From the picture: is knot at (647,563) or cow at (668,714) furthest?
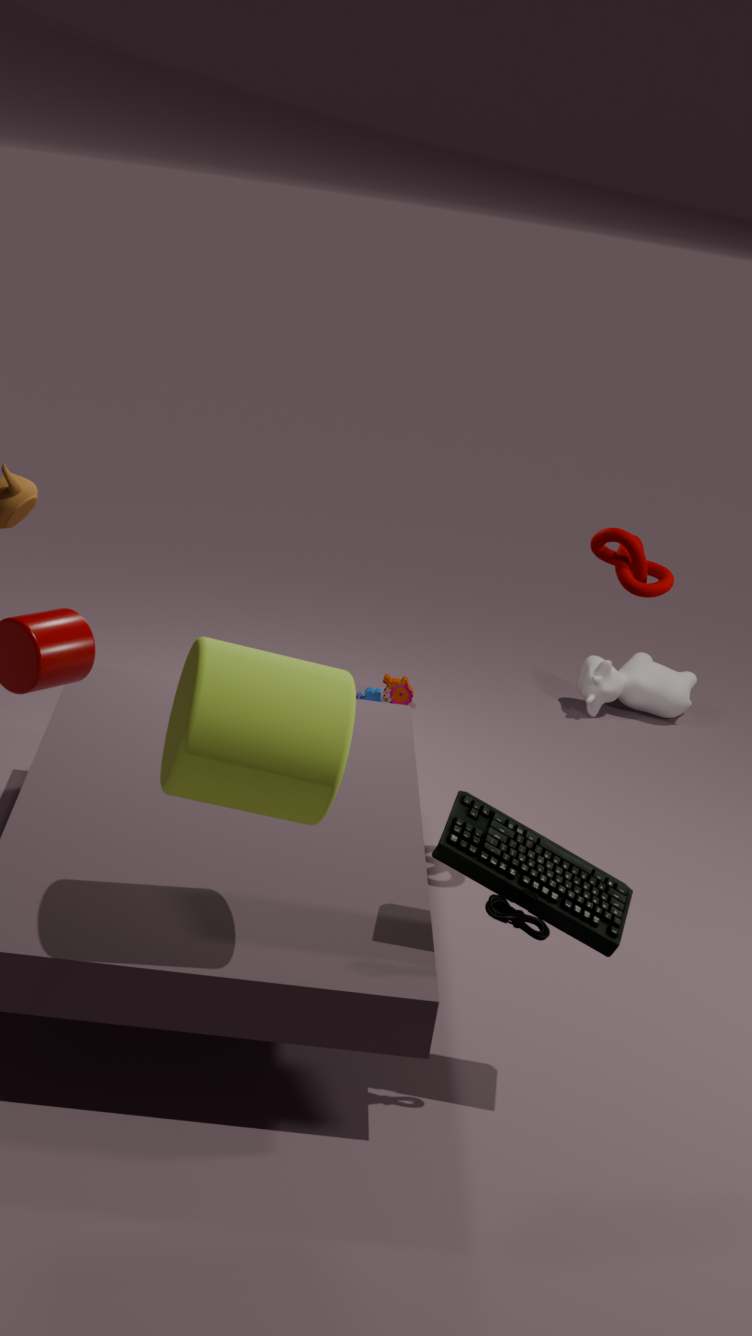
cow at (668,714)
